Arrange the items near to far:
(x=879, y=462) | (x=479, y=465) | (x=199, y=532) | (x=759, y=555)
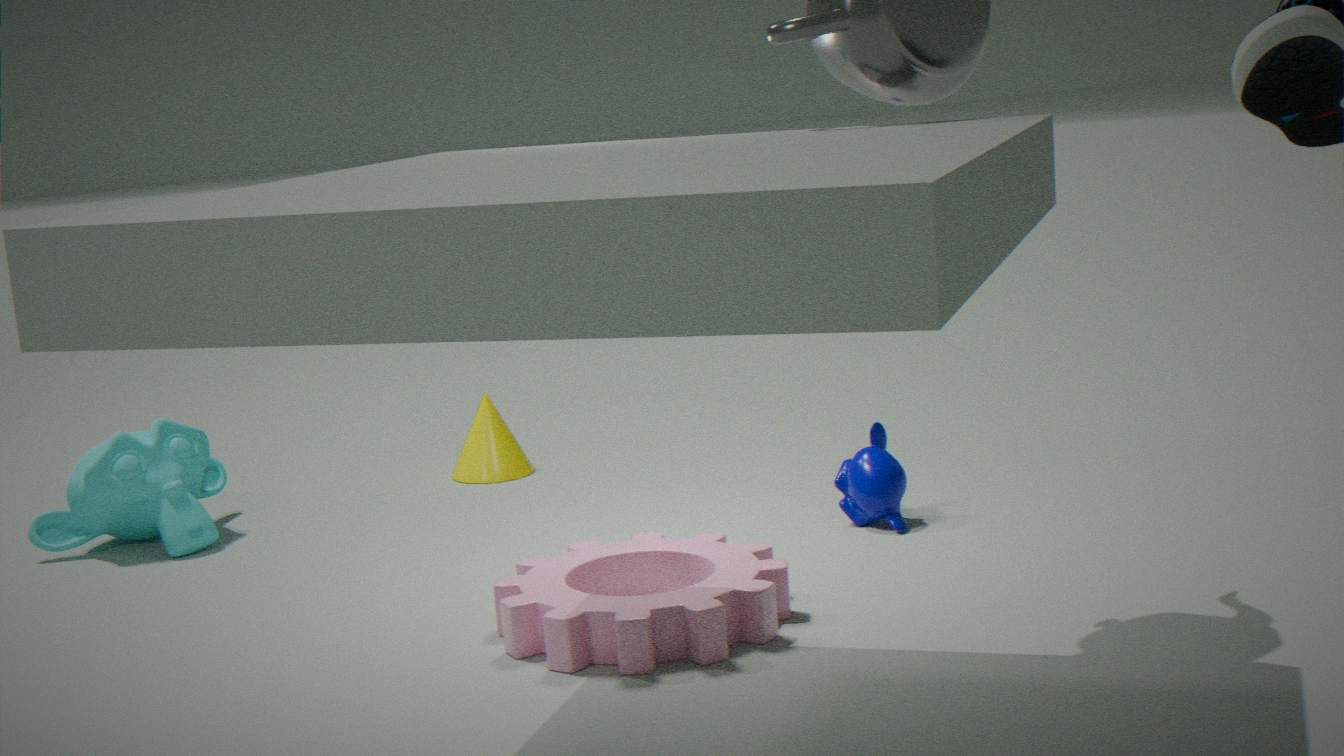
(x=759, y=555) → (x=879, y=462) → (x=199, y=532) → (x=479, y=465)
